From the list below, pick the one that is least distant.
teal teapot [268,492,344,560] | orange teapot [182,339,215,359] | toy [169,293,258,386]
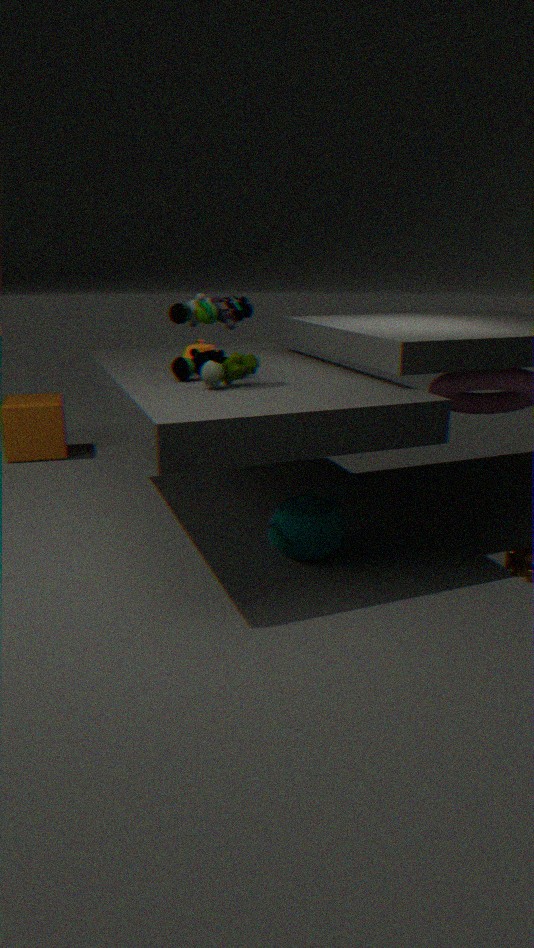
toy [169,293,258,386]
